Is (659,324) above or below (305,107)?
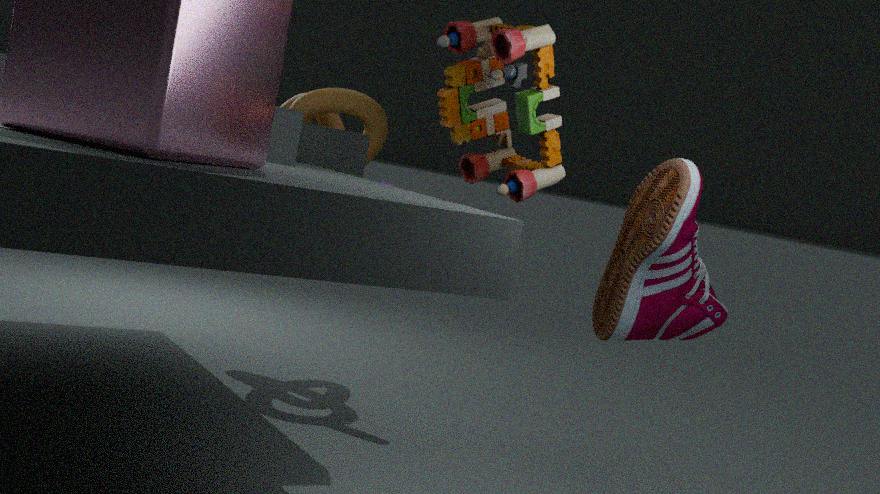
below
